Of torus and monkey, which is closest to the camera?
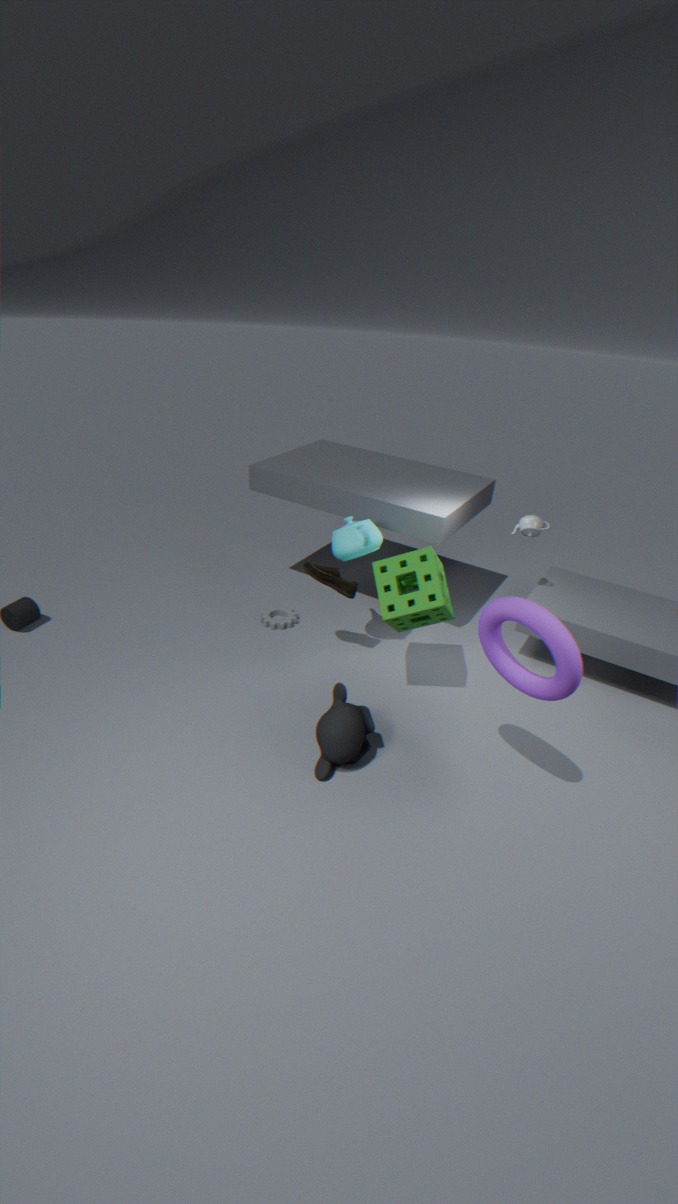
torus
